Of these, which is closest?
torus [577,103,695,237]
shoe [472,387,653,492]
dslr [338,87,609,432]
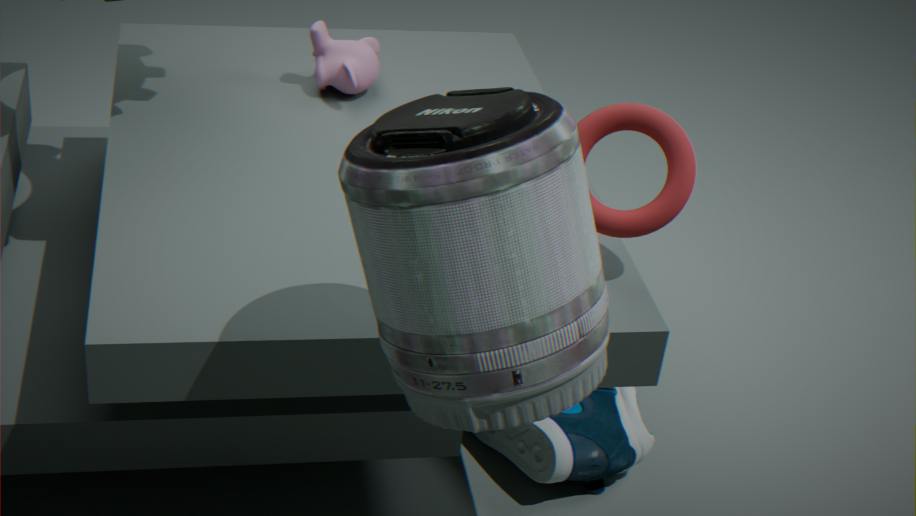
dslr [338,87,609,432]
